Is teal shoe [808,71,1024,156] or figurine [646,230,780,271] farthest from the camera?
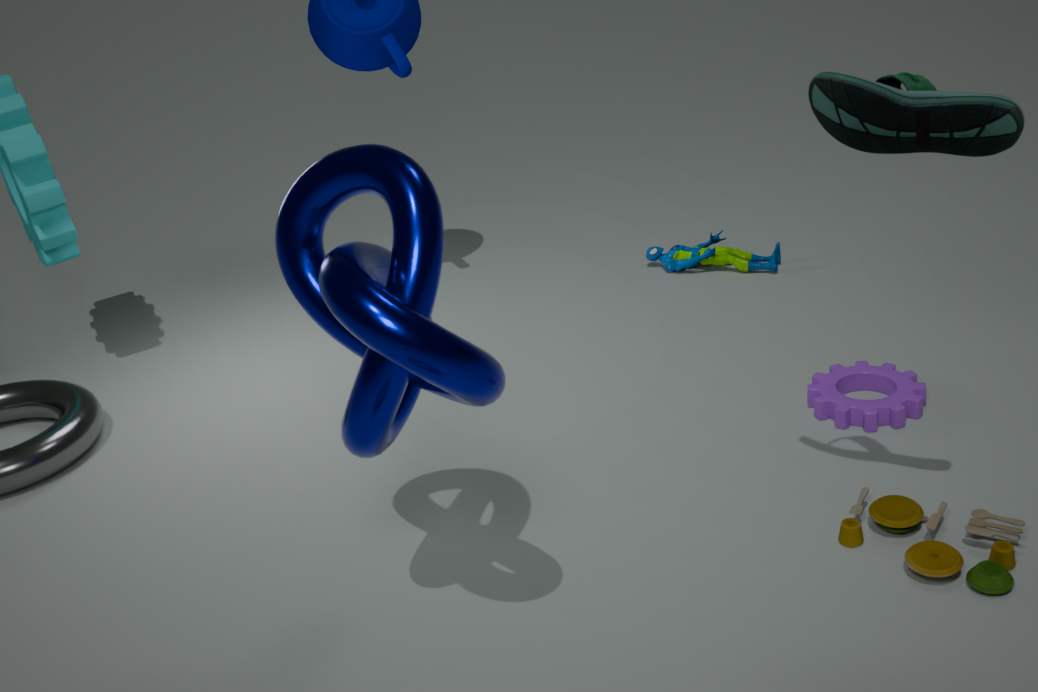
figurine [646,230,780,271]
